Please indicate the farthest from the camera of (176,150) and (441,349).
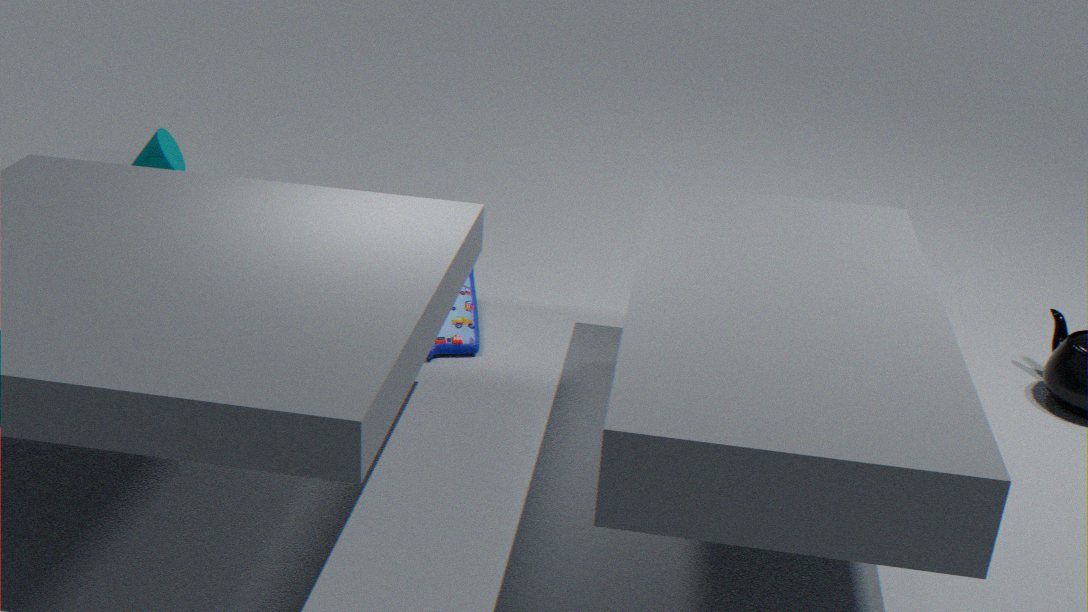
(176,150)
